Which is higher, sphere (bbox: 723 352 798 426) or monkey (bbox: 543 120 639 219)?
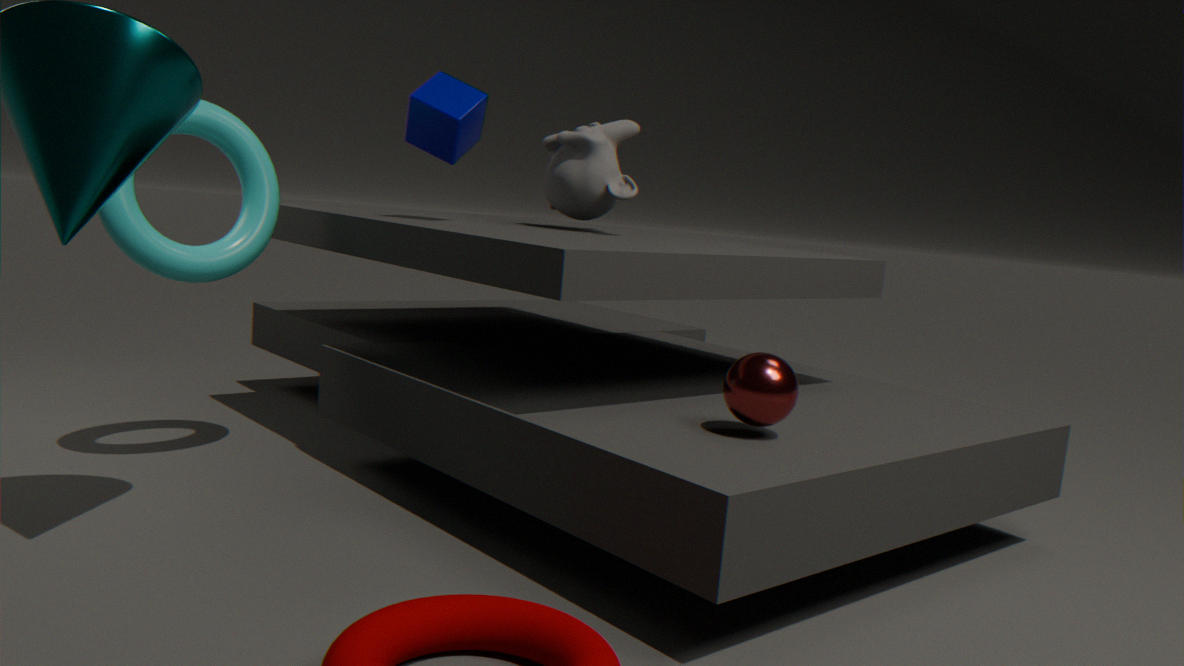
monkey (bbox: 543 120 639 219)
